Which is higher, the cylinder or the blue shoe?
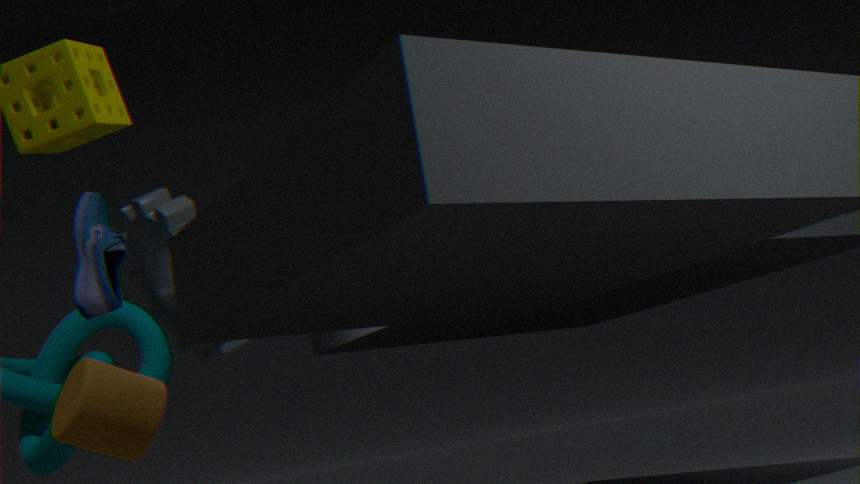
the blue shoe
